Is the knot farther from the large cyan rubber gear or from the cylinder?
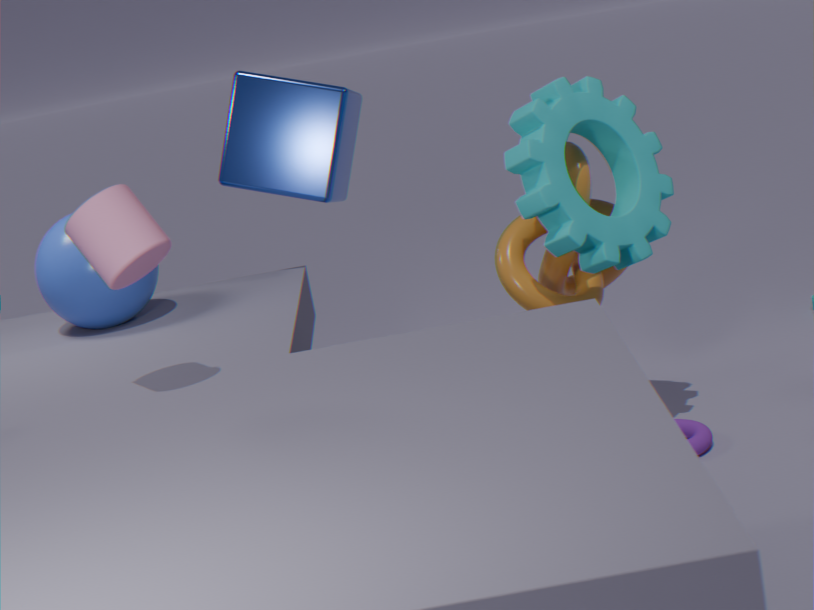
the cylinder
